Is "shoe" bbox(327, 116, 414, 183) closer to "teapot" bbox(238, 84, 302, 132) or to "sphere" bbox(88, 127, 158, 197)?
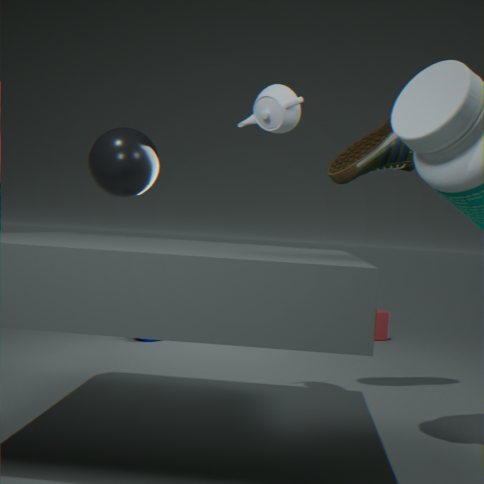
"teapot" bbox(238, 84, 302, 132)
